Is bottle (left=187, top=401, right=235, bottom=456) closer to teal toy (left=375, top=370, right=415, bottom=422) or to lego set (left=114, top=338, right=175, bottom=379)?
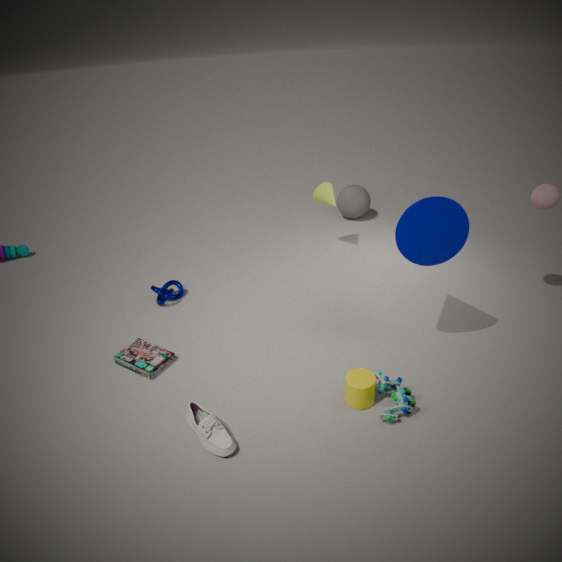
lego set (left=114, top=338, right=175, bottom=379)
